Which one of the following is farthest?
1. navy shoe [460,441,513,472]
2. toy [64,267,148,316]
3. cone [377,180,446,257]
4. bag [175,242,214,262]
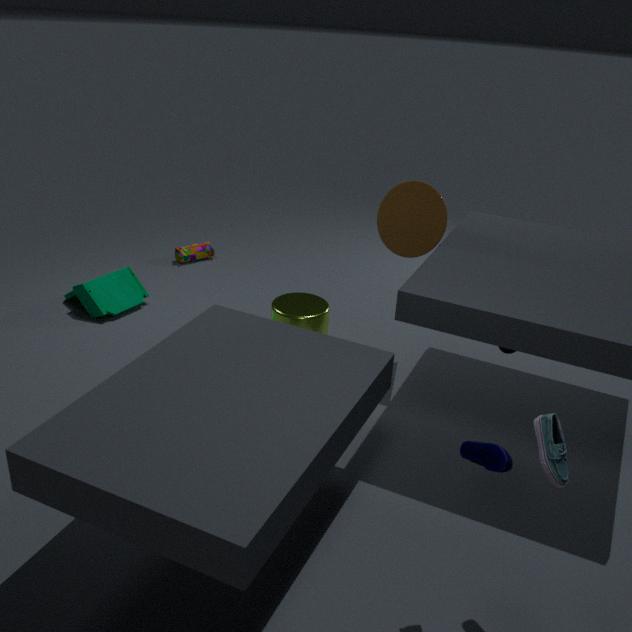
bag [175,242,214,262]
